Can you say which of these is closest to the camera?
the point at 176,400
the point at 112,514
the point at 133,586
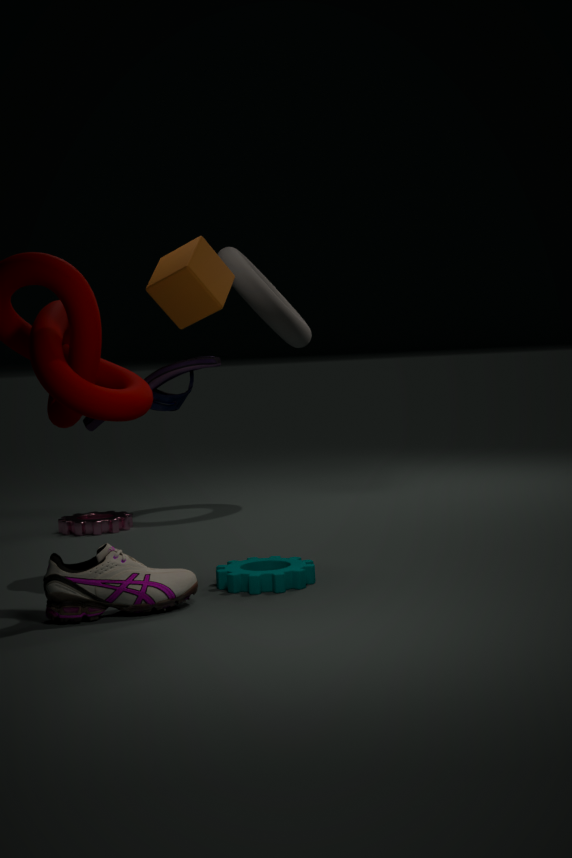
the point at 133,586
